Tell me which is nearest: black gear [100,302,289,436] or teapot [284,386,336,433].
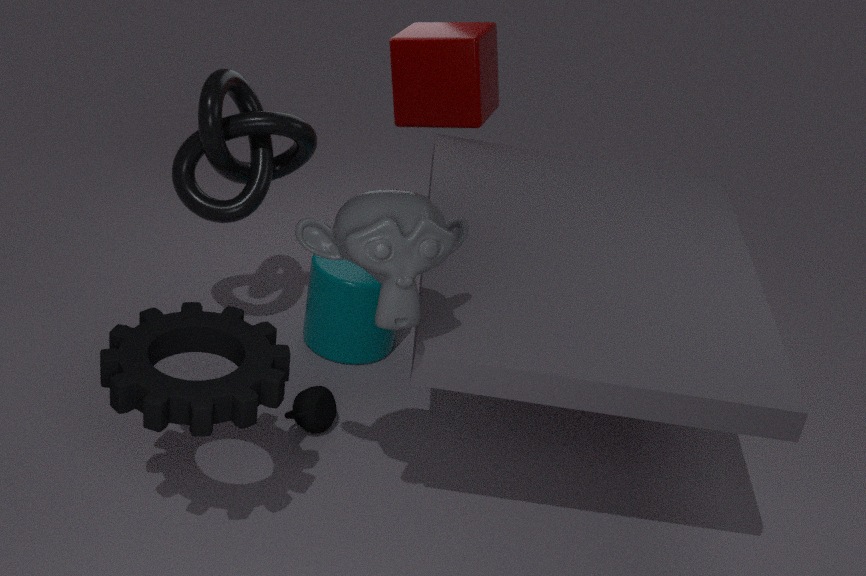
black gear [100,302,289,436]
